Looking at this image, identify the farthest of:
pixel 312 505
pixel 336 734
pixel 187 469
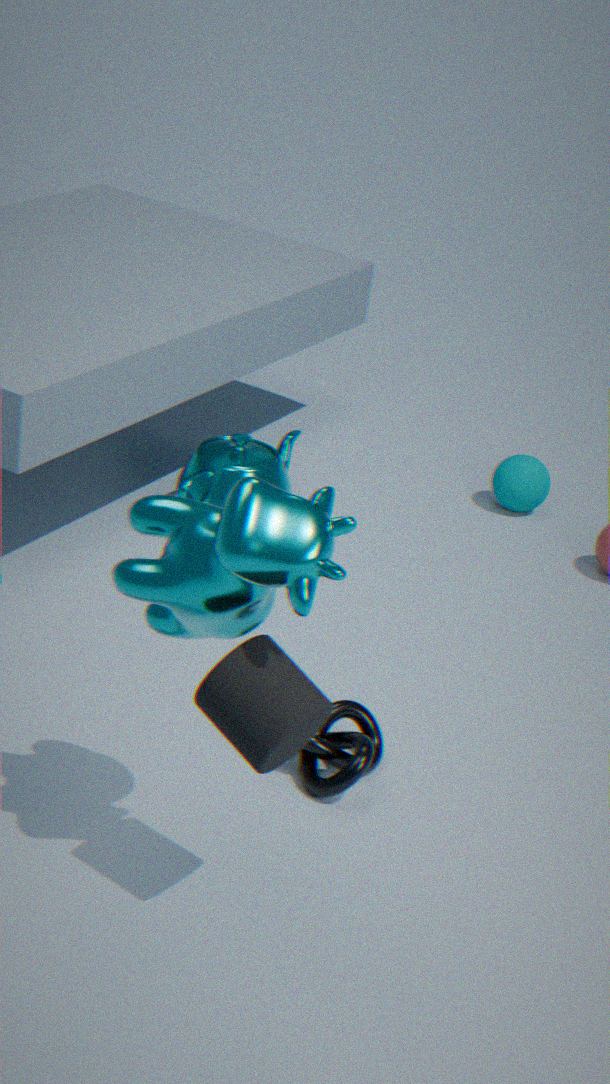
pixel 187 469
